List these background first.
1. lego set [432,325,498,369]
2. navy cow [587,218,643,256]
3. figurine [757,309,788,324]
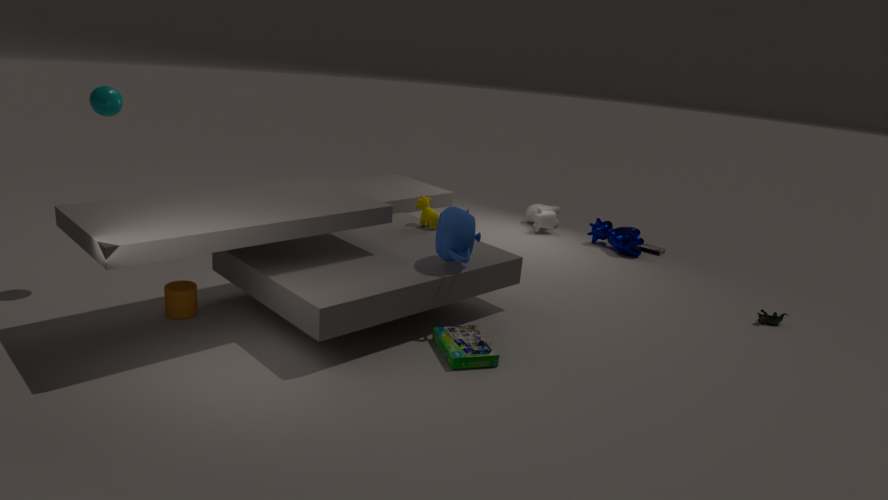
navy cow [587,218,643,256]
figurine [757,309,788,324]
lego set [432,325,498,369]
